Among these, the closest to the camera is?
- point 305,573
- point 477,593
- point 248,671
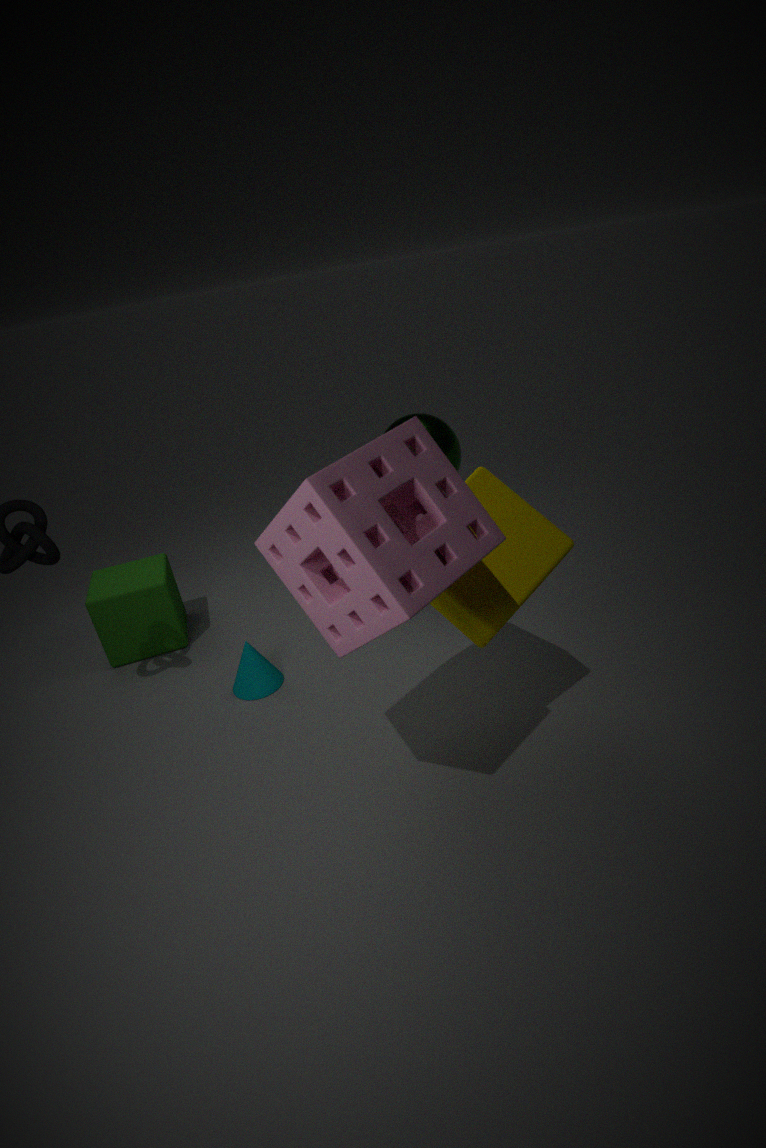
point 305,573
